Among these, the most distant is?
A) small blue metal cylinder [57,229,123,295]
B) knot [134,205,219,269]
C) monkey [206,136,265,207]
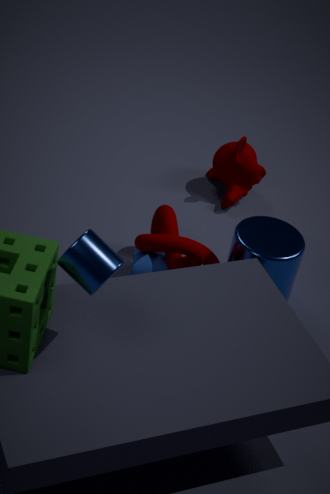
monkey [206,136,265,207]
